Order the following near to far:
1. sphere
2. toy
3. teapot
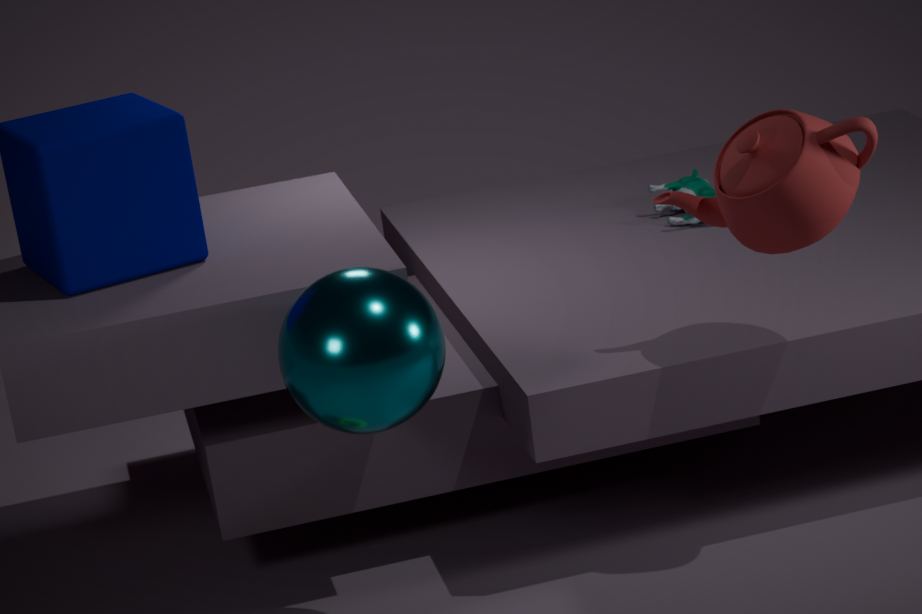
sphere, teapot, toy
